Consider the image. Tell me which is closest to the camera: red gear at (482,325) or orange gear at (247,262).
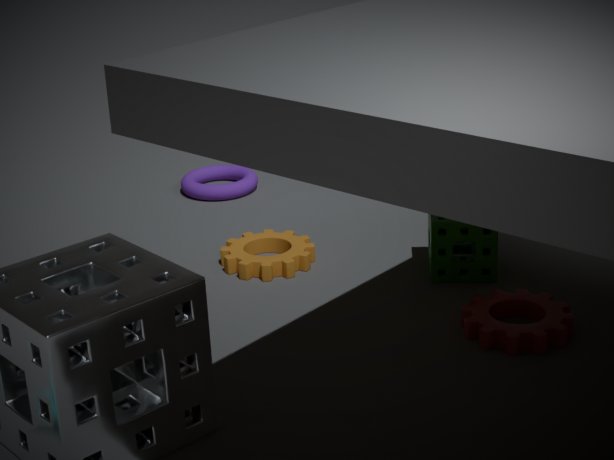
red gear at (482,325)
